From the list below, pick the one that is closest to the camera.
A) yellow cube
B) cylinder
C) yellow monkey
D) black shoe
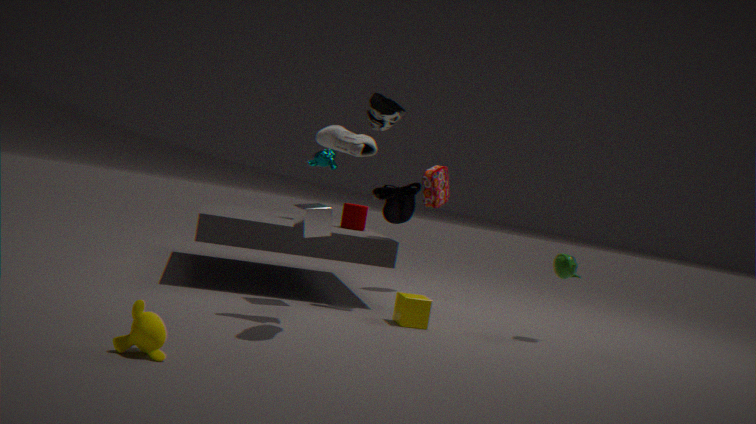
C. yellow monkey
